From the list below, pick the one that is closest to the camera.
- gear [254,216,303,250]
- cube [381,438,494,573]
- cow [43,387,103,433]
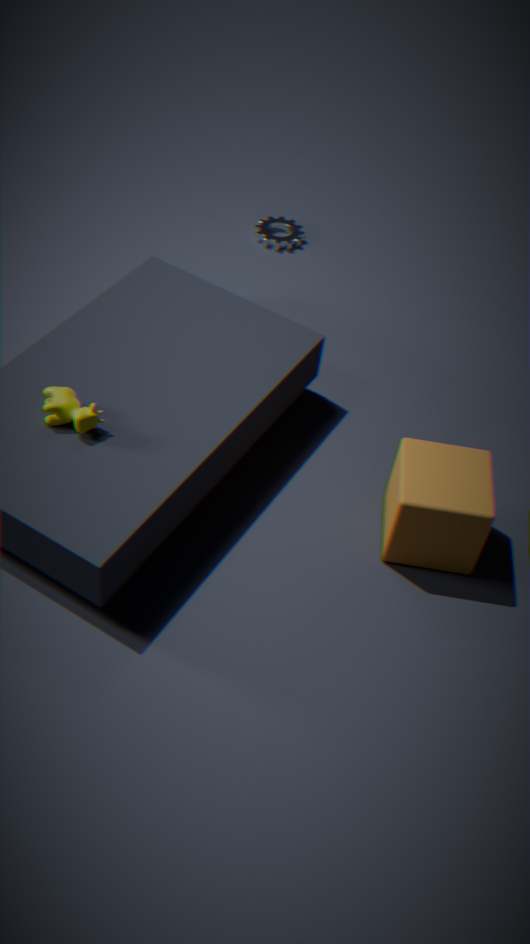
cube [381,438,494,573]
